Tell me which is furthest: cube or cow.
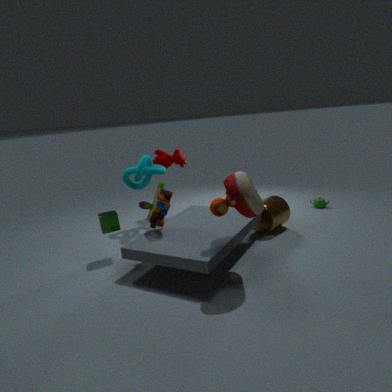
cow
